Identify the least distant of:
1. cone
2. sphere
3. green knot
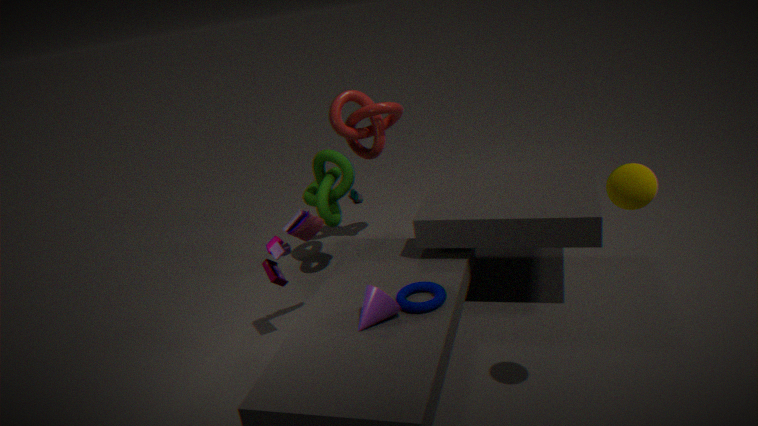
sphere
